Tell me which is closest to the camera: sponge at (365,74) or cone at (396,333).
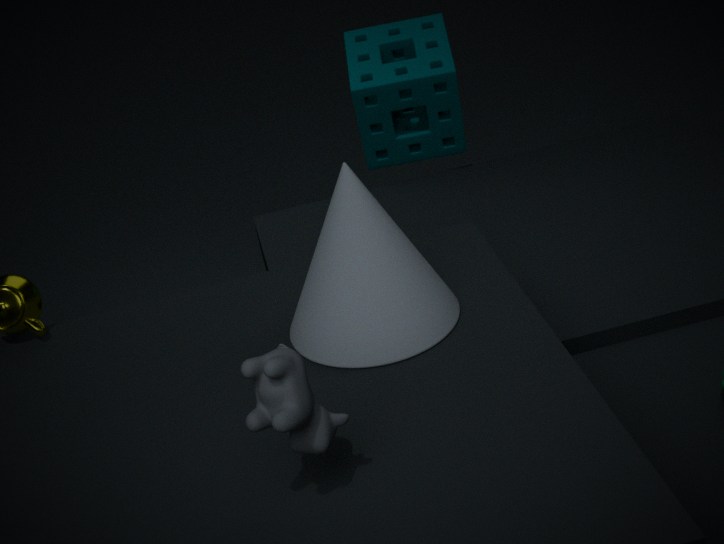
cone at (396,333)
